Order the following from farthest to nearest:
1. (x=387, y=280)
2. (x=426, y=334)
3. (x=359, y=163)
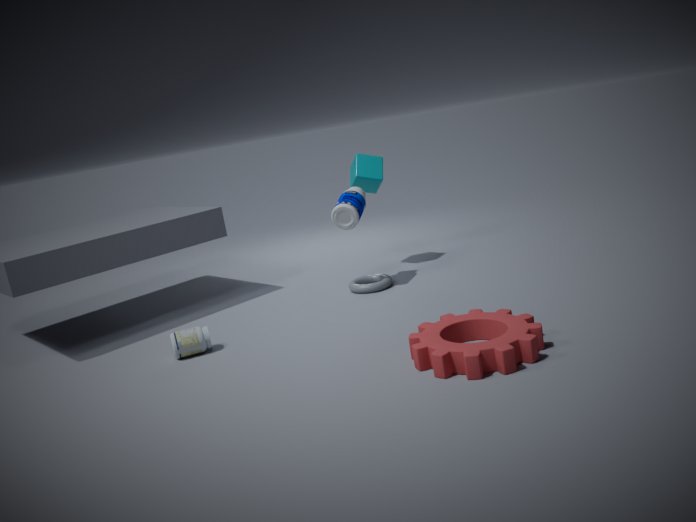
(x=359, y=163) < (x=387, y=280) < (x=426, y=334)
